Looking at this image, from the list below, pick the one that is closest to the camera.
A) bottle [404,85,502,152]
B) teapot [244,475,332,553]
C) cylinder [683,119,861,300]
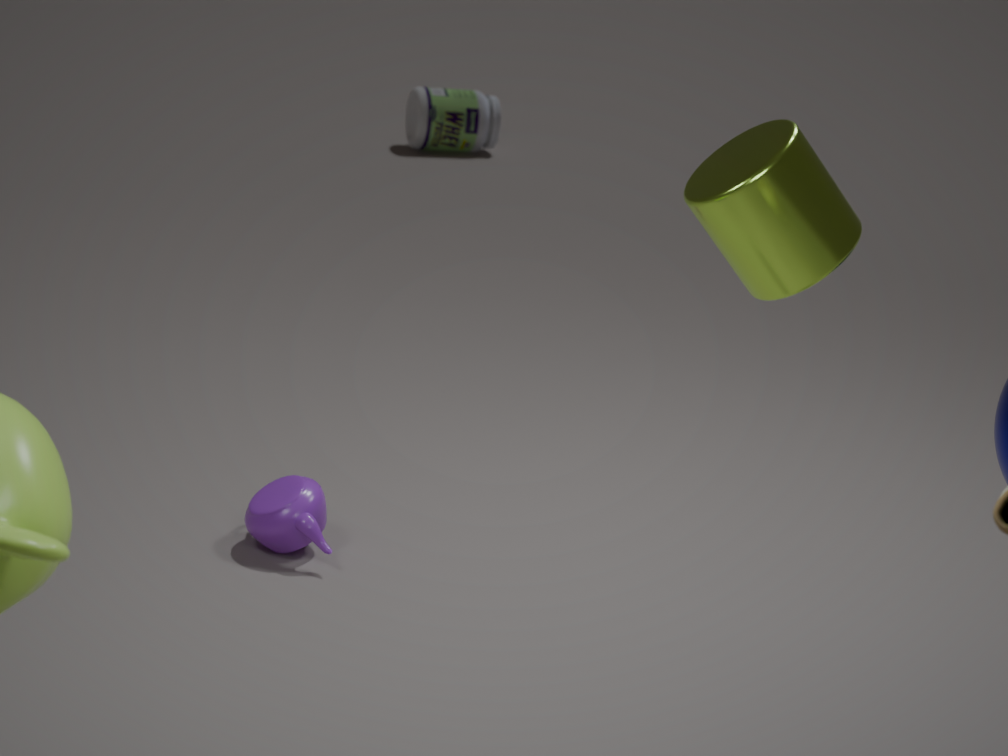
cylinder [683,119,861,300]
